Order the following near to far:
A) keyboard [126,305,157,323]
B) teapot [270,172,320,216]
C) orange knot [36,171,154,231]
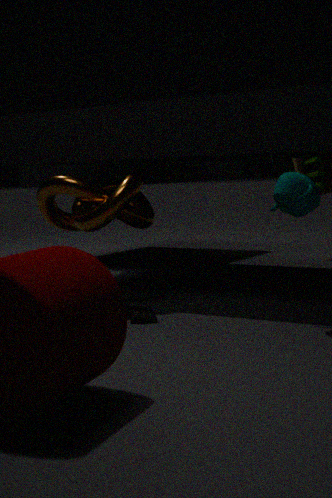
teapot [270,172,320,216] → keyboard [126,305,157,323] → orange knot [36,171,154,231]
